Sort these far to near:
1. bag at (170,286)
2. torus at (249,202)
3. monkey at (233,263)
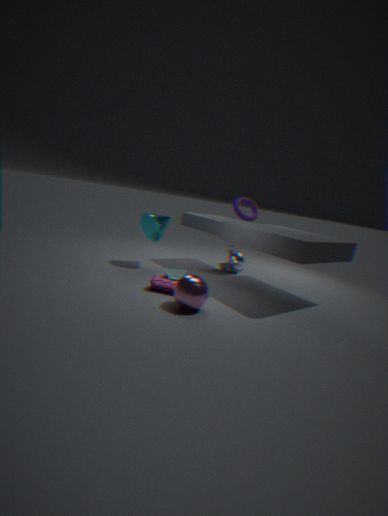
monkey at (233,263) < bag at (170,286) < torus at (249,202)
